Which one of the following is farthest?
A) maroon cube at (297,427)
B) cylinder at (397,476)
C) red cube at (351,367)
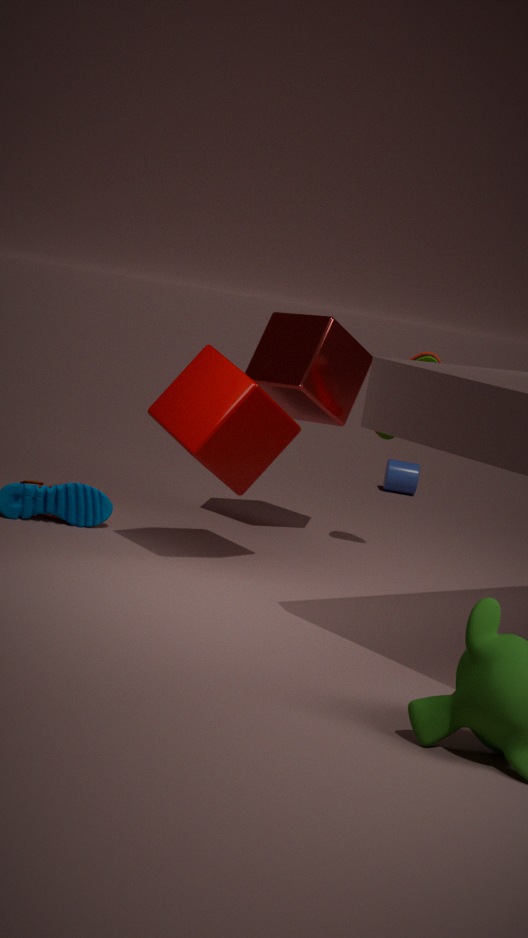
cylinder at (397,476)
